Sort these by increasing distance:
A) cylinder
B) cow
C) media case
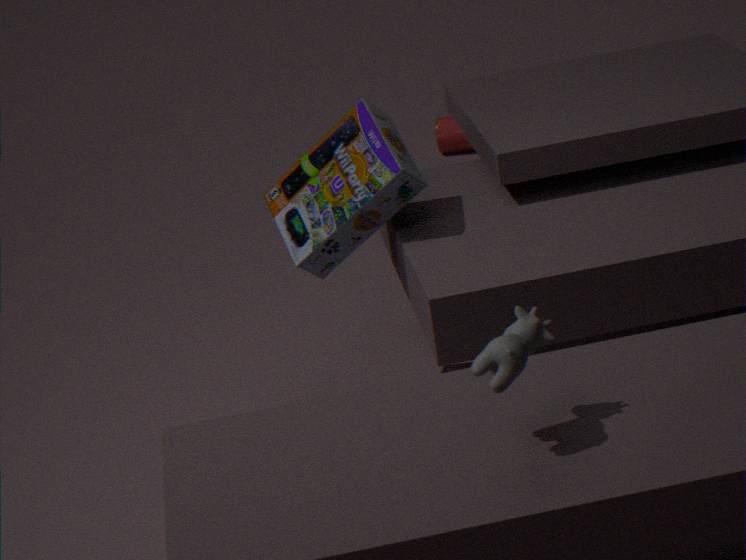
cow
media case
cylinder
